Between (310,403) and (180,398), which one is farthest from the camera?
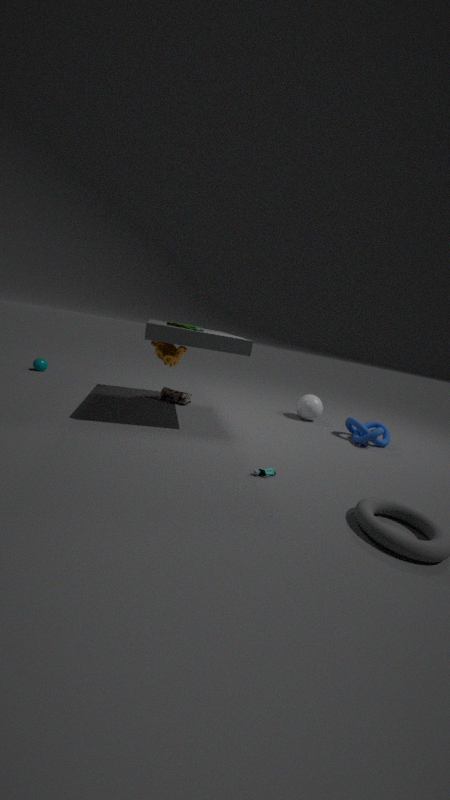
(310,403)
